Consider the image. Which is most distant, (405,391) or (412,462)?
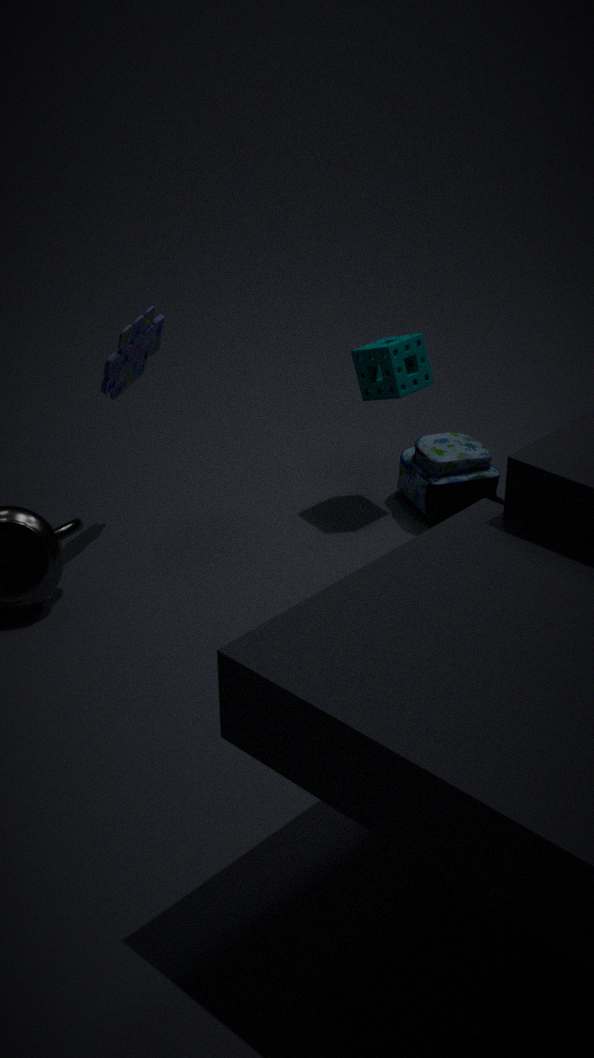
(412,462)
